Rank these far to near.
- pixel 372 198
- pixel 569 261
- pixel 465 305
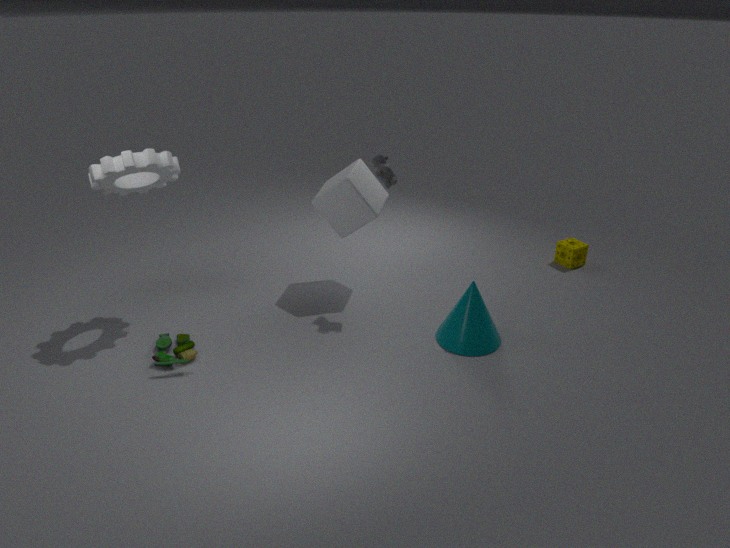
pixel 569 261 < pixel 372 198 < pixel 465 305
